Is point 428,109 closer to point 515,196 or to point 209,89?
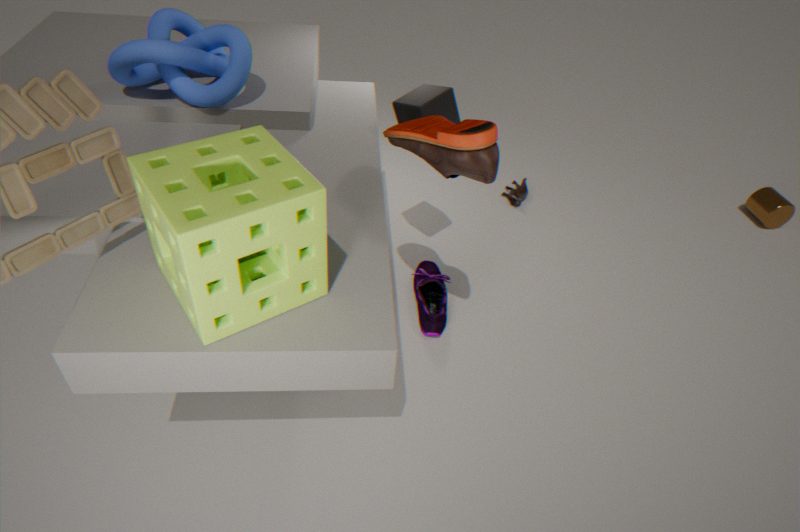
point 209,89
